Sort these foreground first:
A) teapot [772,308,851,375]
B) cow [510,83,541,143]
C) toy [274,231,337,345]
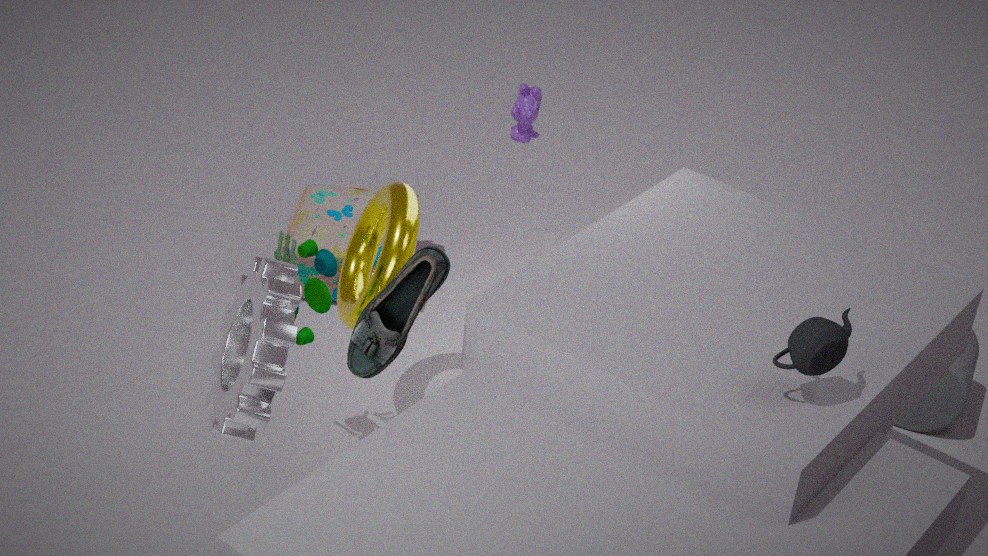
1. teapot [772,308,851,375]
2. toy [274,231,337,345]
3. cow [510,83,541,143]
